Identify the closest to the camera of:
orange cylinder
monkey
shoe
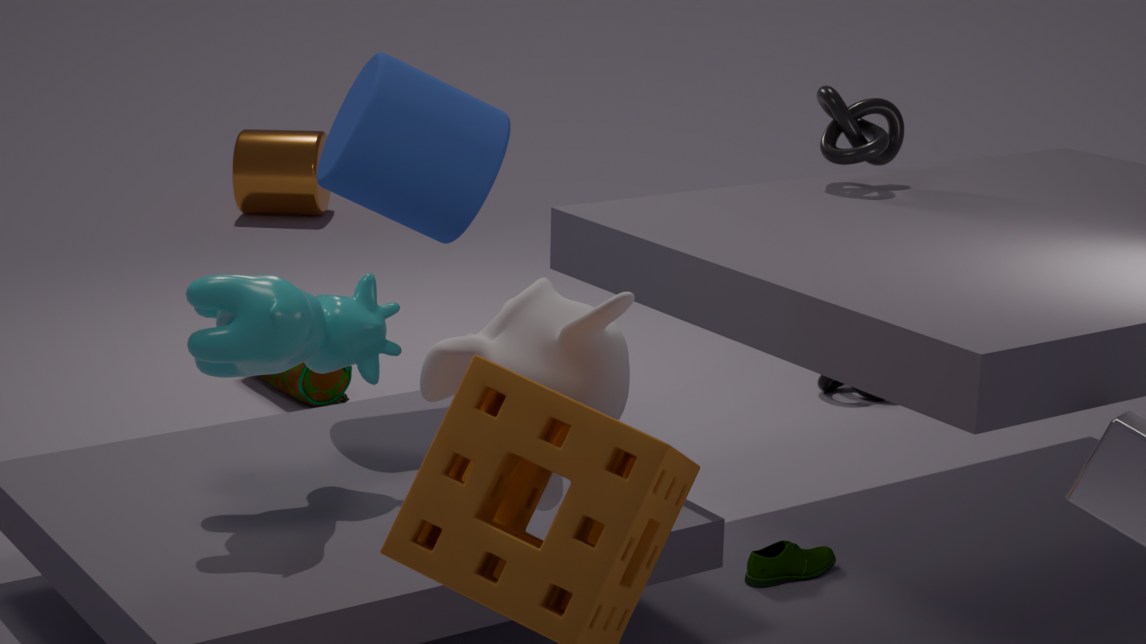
monkey
